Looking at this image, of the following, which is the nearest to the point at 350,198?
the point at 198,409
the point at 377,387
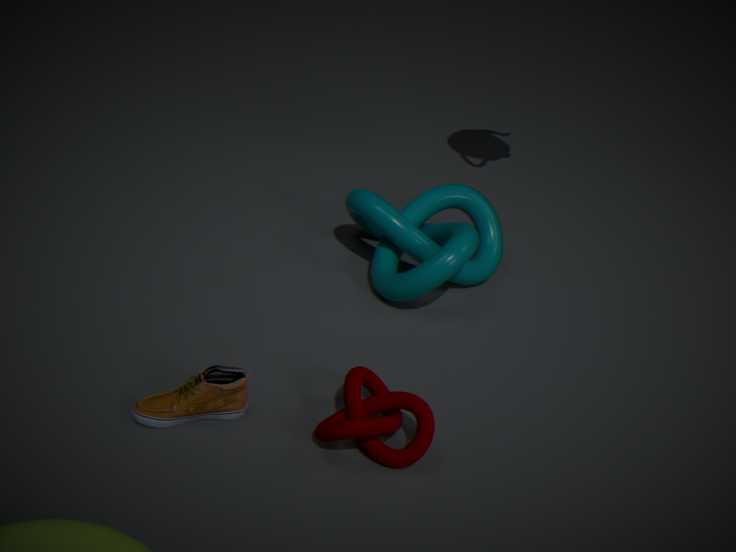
the point at 377,387
